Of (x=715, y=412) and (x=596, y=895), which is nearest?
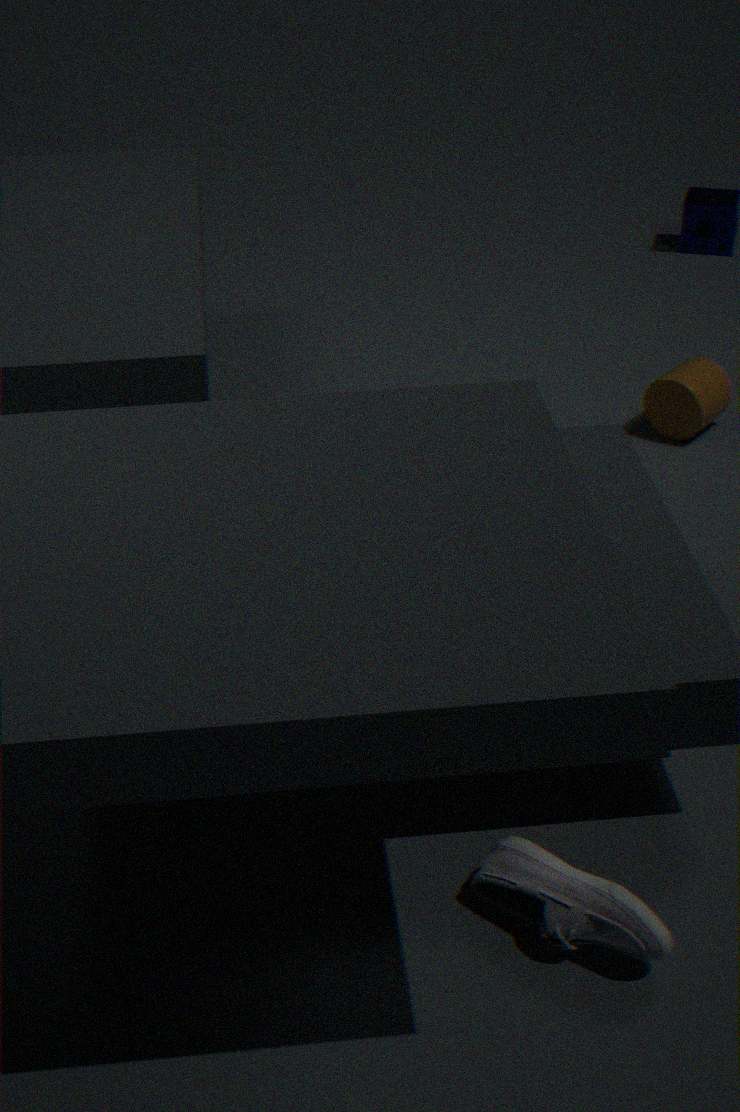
(x=596, y=895)
